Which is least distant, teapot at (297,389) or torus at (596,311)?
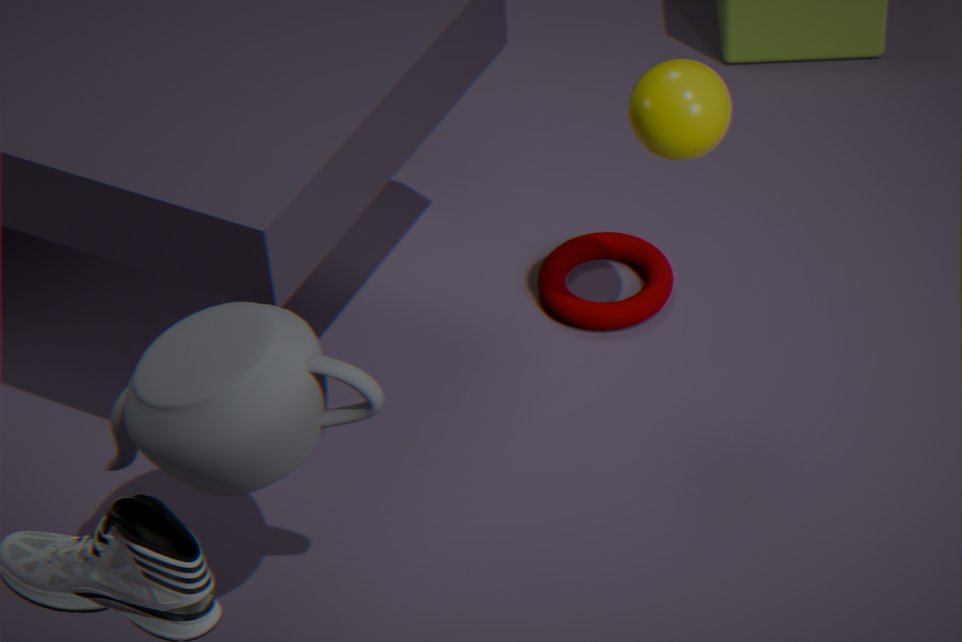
teapot at (297,389)
